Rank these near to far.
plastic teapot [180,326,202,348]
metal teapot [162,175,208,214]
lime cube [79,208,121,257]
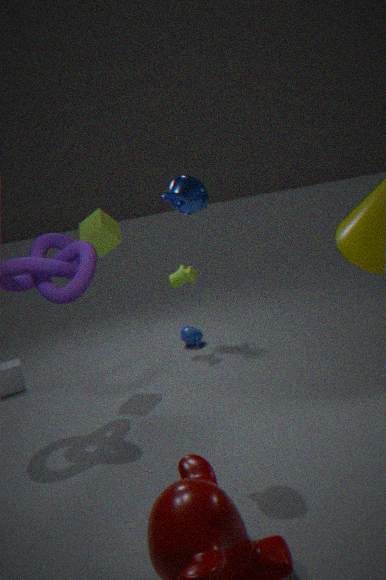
metal teapot [162,175,208,214] → lime cube [79,208,121,257] → plastic teapot [180,326,202,348]
